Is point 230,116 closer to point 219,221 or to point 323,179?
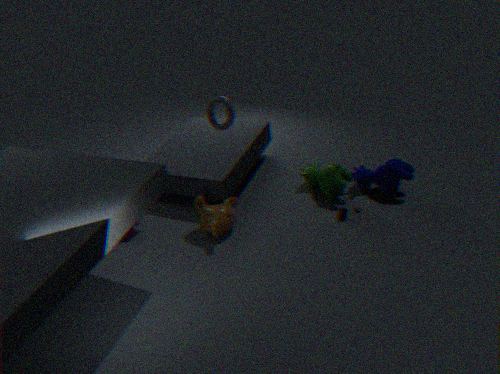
point 219,221
